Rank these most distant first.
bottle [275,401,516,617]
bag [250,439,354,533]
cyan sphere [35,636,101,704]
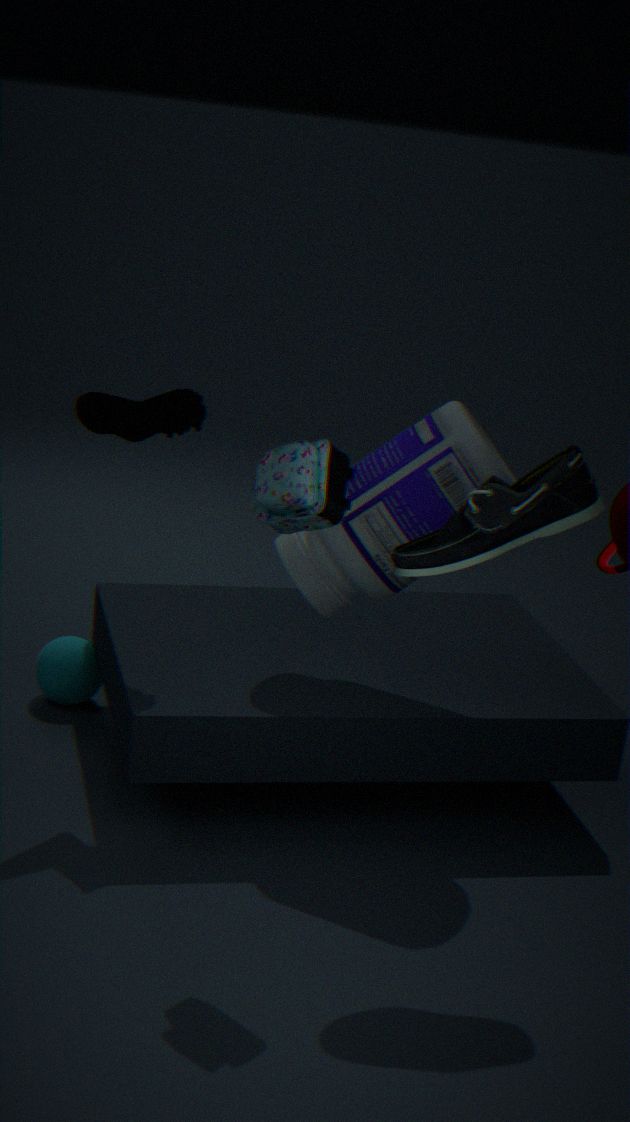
cyan sphere [35,636,101,704]
bottle [275,401,516,617]
bag [250,439,354,533]
